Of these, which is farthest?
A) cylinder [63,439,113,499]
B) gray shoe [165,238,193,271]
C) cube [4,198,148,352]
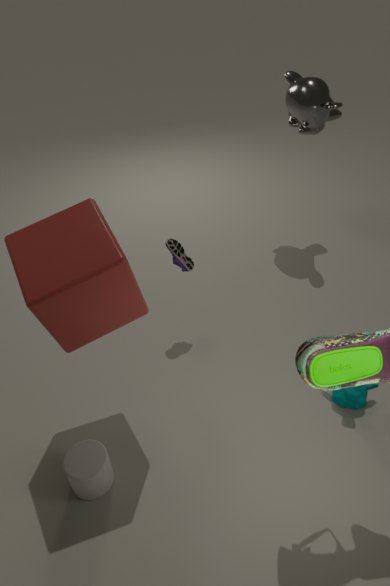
gray shoe [165,238,193,271]
